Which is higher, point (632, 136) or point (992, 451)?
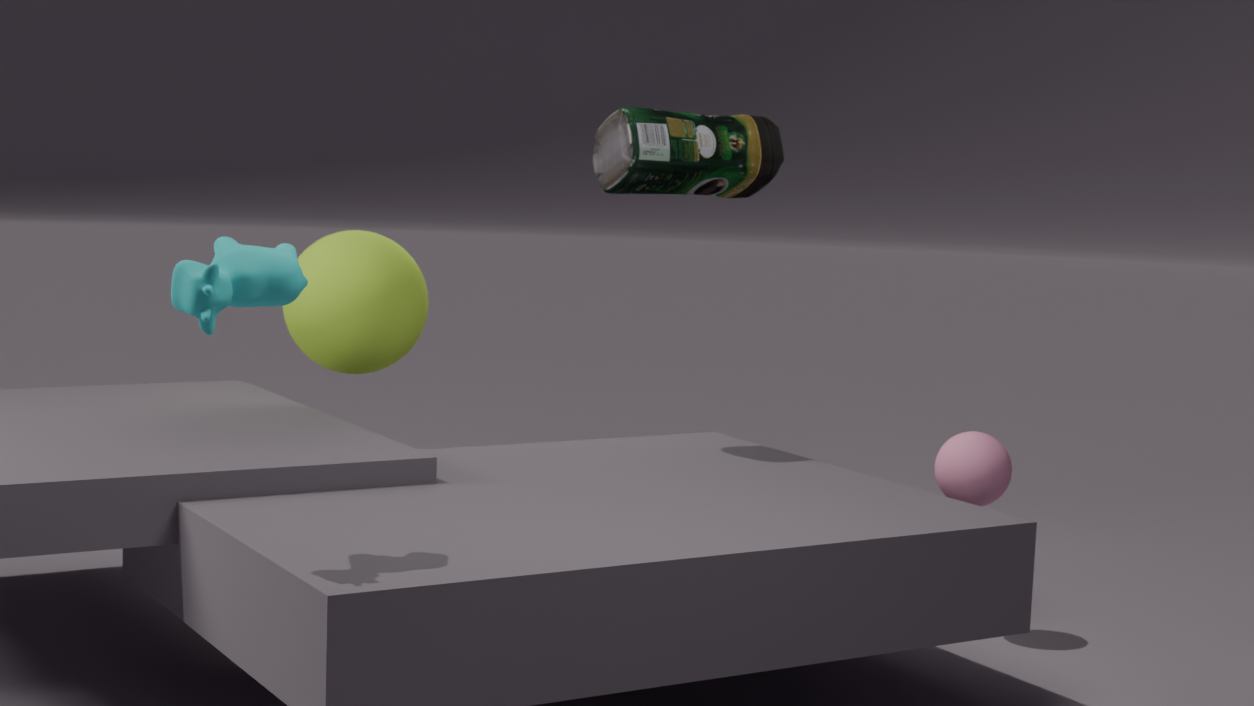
point (632, 136)
